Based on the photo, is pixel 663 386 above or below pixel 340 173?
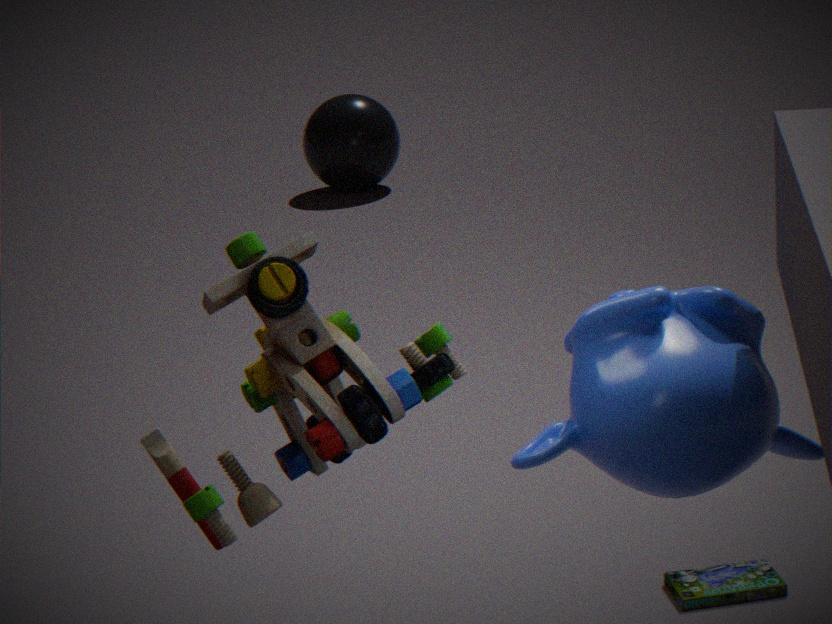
above
